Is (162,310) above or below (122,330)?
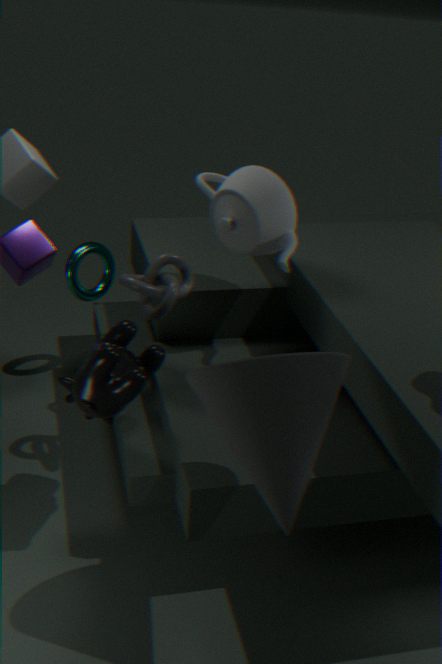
above
